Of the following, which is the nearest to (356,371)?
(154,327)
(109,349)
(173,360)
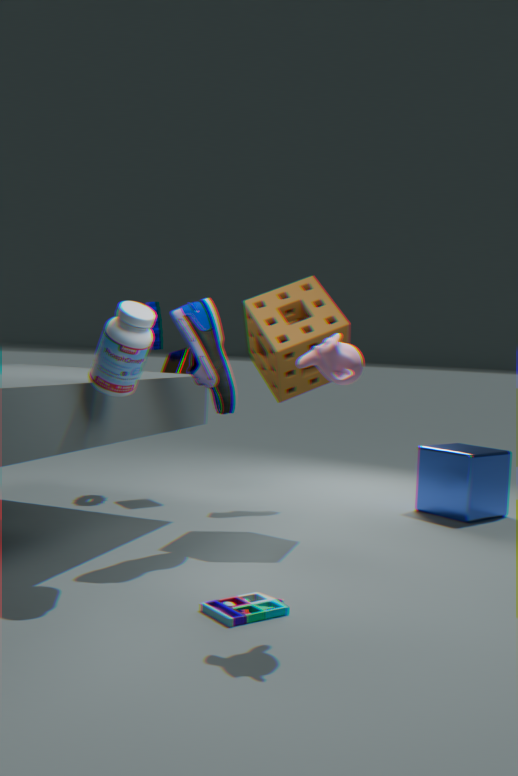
(109,349)
